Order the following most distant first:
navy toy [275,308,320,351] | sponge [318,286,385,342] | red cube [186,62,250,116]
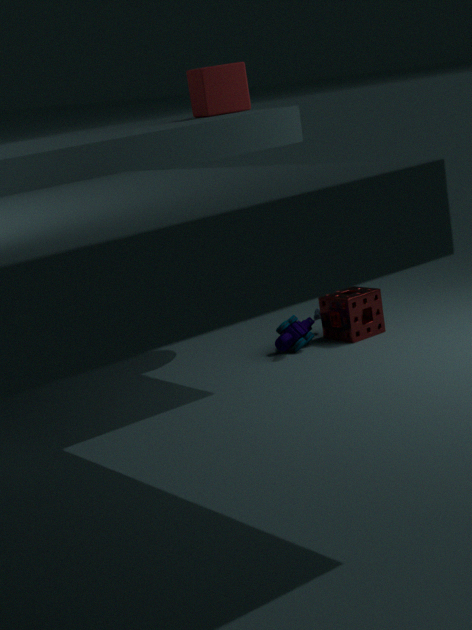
sponge [318,286,385,342] < navy toy [275,308,320,351] < red cube [186,62,250,116]
